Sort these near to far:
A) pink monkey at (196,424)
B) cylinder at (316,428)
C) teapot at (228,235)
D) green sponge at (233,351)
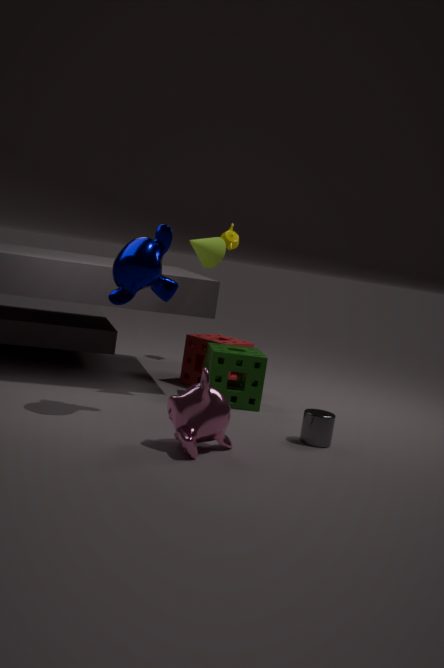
pink monkey at (196,424) < cylinder at (316,428) < green sponge at (233,351) < teapot at (228,235)
